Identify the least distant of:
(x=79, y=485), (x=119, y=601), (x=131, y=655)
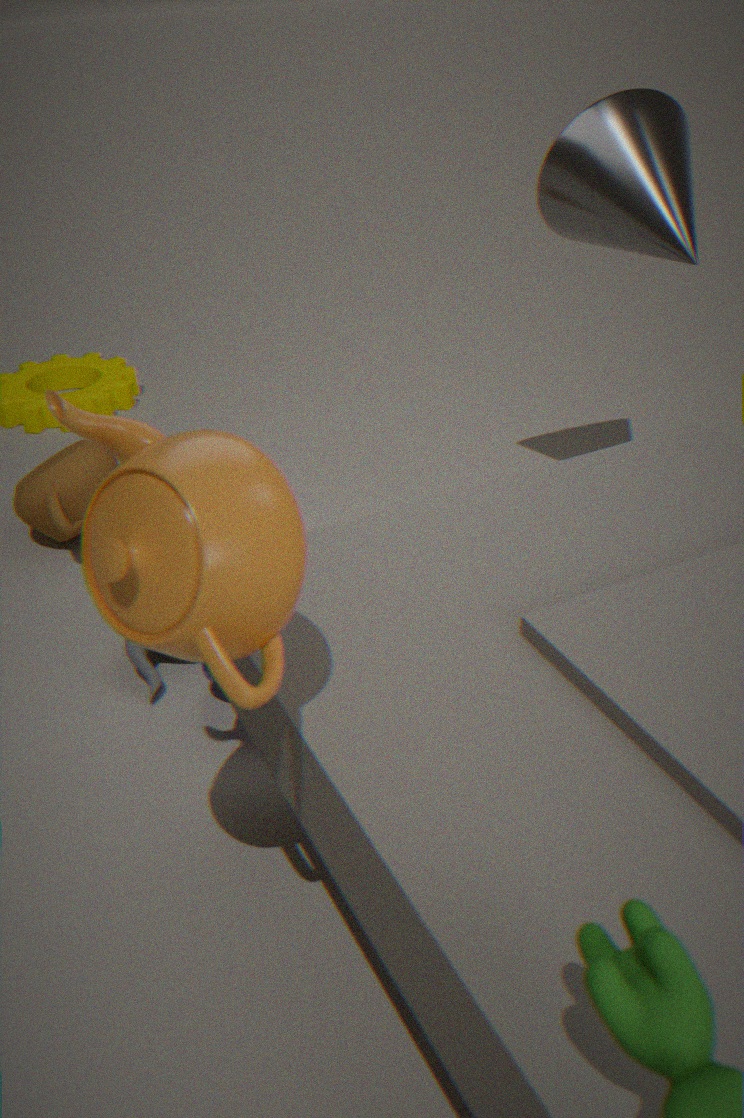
(x=119, y=601)
